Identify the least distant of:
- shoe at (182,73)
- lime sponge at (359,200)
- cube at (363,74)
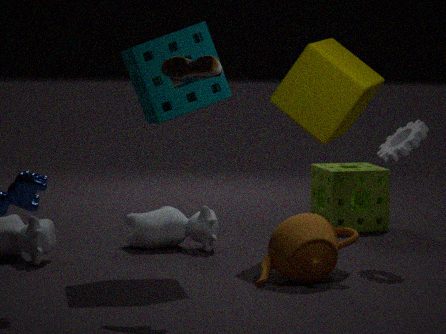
shoe at (182,73)
